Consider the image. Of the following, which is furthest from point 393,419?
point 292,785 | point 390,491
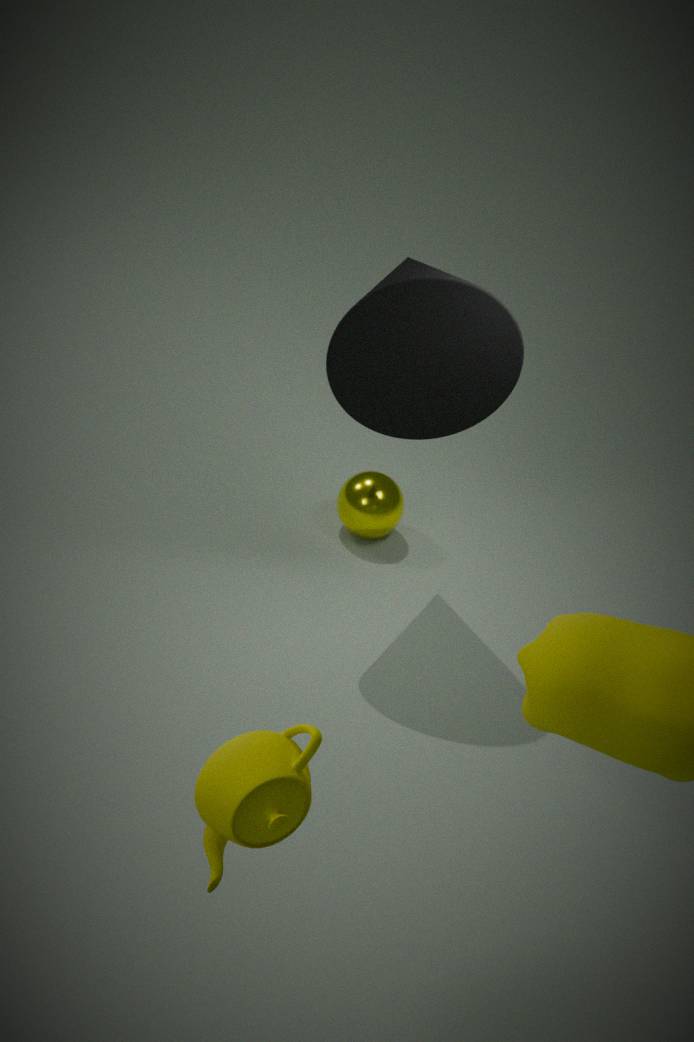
point 292,785
